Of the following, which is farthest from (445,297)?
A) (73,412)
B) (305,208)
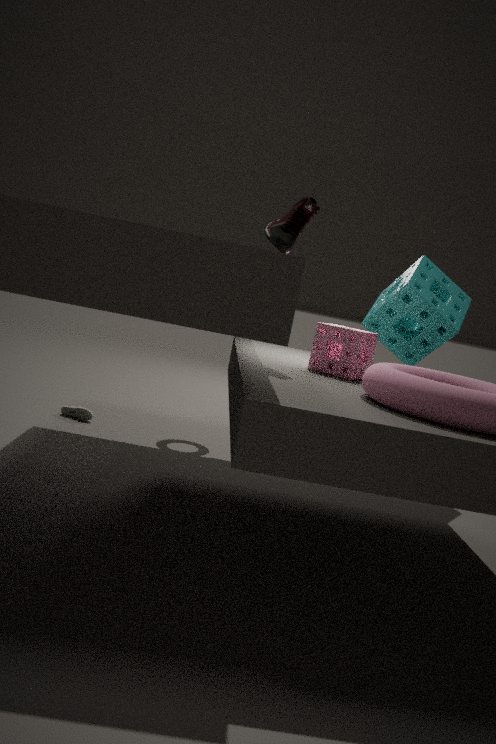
(73,412)
